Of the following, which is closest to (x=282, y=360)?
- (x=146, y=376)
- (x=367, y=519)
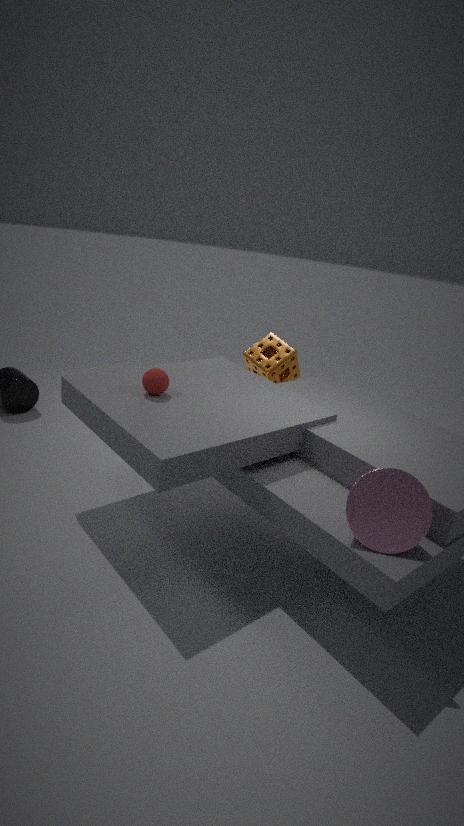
(x=146, y=376)
